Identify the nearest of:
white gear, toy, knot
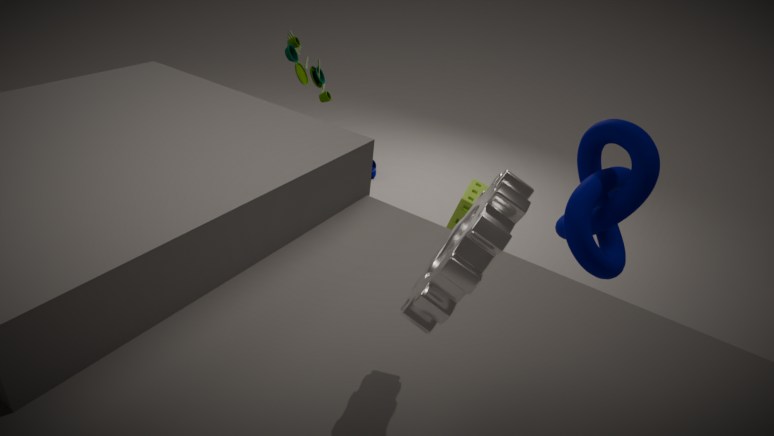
white gear
